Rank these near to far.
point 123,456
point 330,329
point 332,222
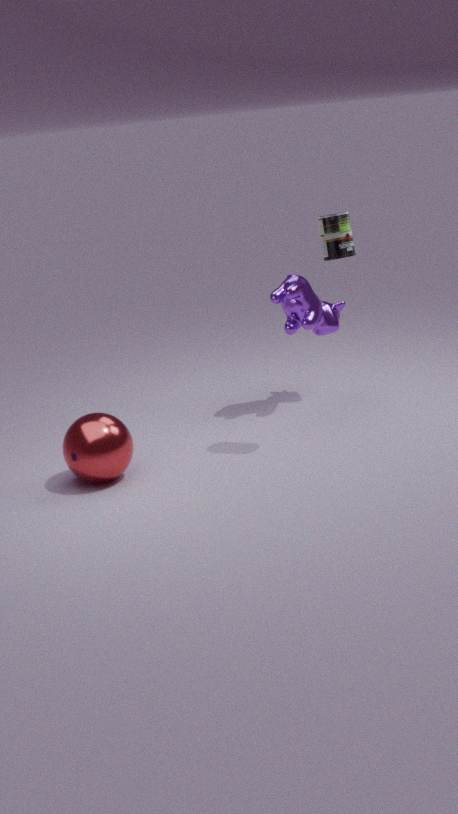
point 332,222 → point 123,456 → point 330,329
